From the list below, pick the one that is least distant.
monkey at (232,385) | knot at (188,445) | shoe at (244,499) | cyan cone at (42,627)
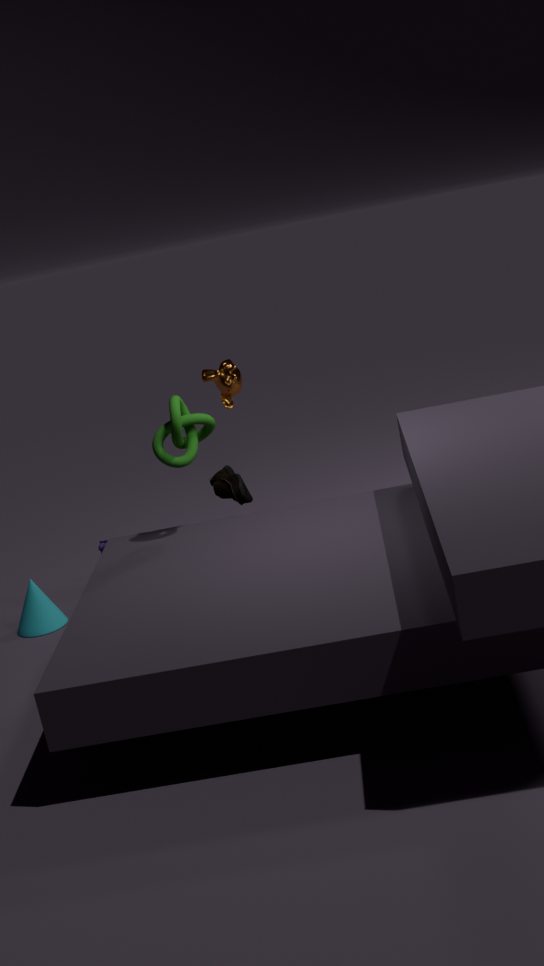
knot at (188,445)
